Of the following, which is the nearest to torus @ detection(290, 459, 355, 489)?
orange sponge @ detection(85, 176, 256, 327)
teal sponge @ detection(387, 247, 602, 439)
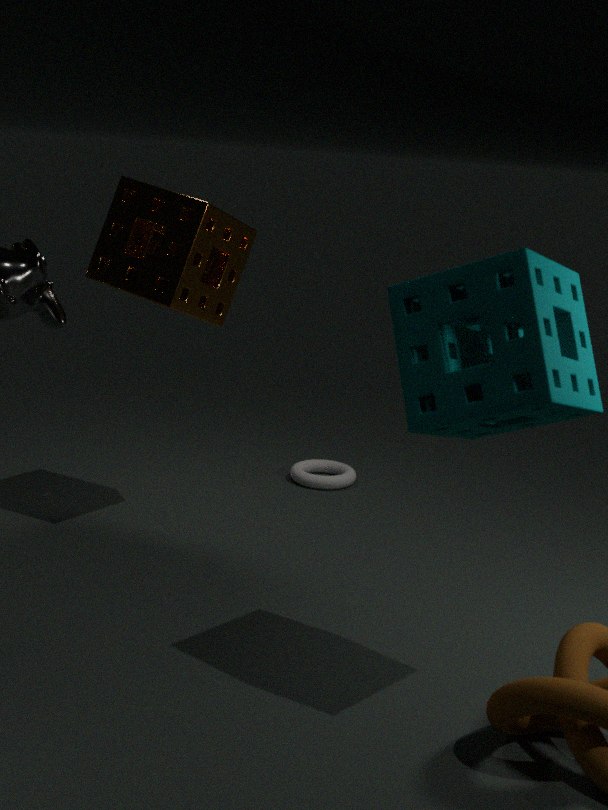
orange sponge @ detection(85, 176, 256, 327)
